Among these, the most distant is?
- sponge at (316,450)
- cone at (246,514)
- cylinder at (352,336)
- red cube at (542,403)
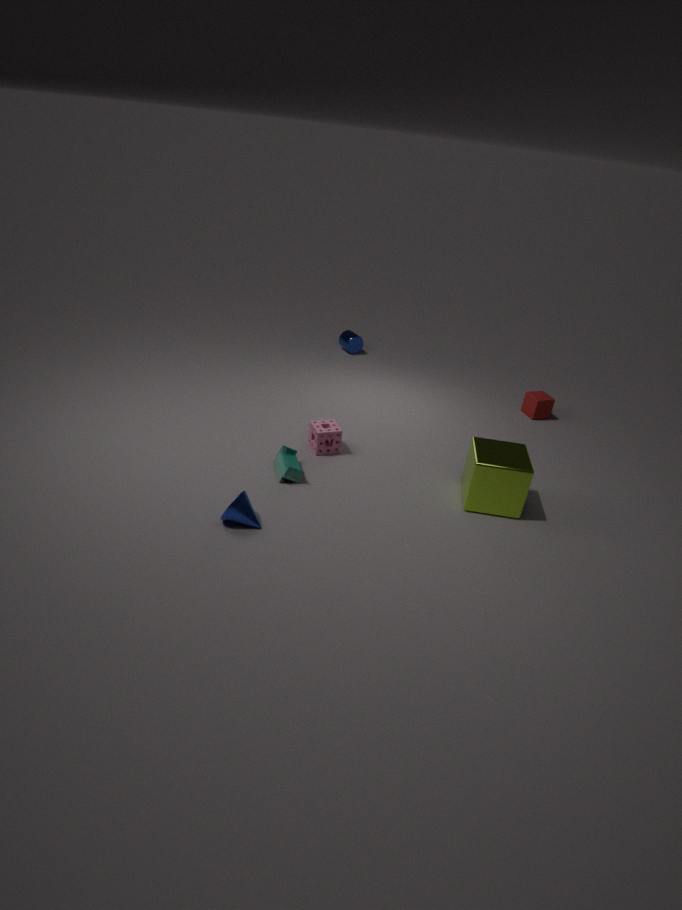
cylinder at (352,336)
